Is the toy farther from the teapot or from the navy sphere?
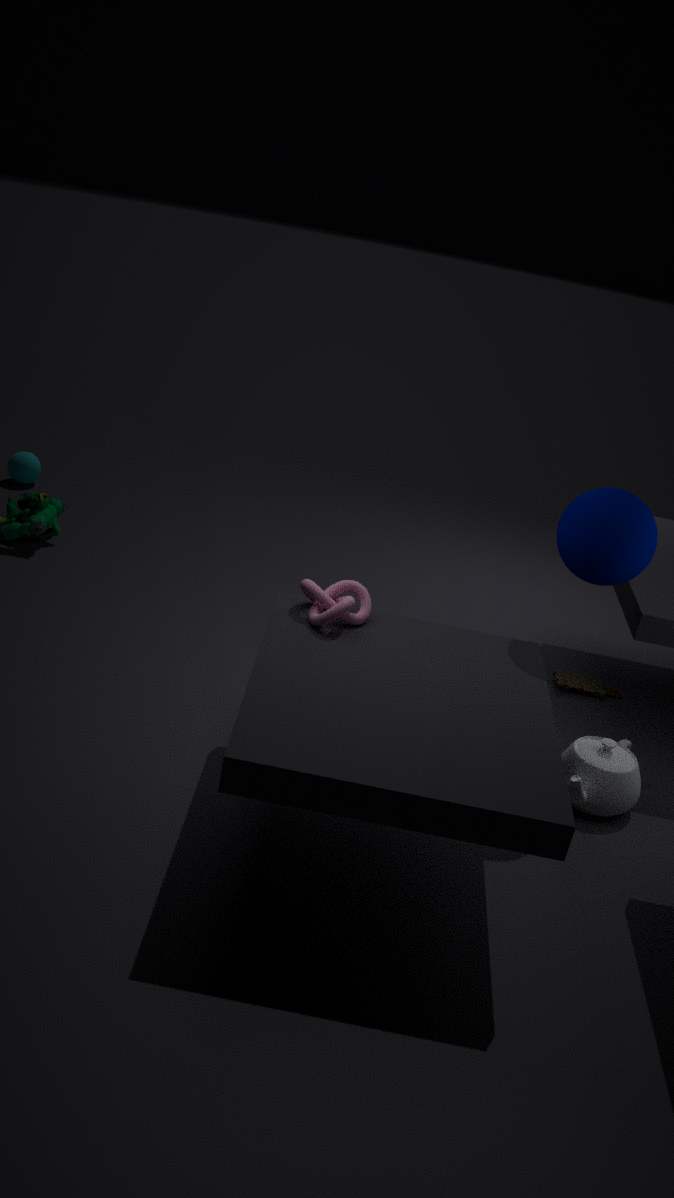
the navy sphere
